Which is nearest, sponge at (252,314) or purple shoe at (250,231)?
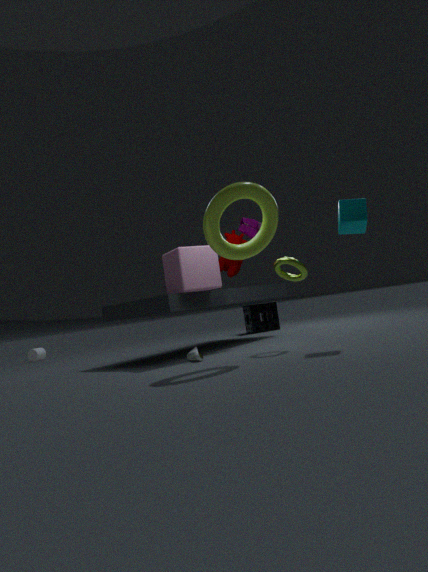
purple shoe at (250,231)
